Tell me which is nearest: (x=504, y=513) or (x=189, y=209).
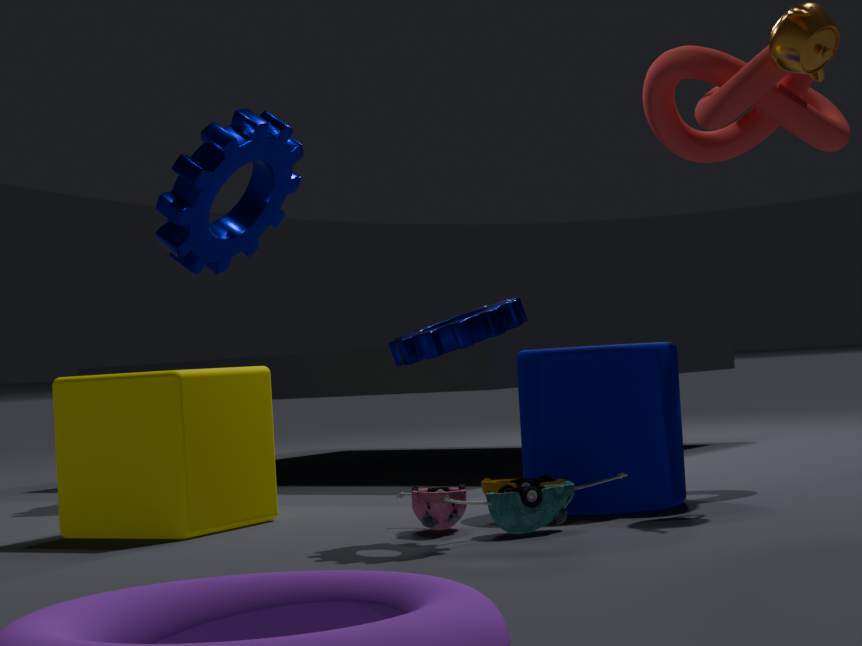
(x=504, y=513)
